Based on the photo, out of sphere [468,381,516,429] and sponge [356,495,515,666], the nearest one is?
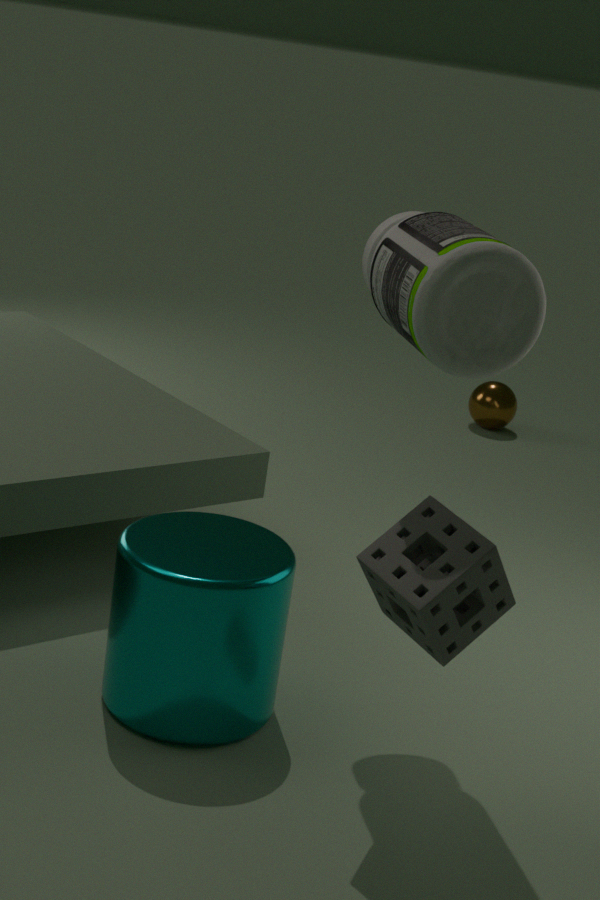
sponge [356,495,515,666]
